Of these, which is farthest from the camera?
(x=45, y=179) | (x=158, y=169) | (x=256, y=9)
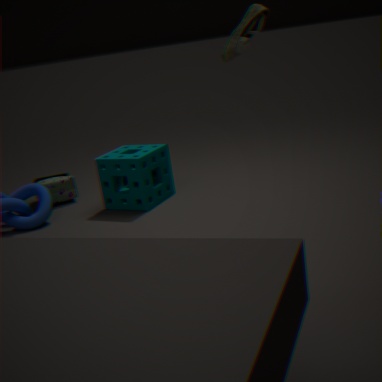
(x=45, y=179)
